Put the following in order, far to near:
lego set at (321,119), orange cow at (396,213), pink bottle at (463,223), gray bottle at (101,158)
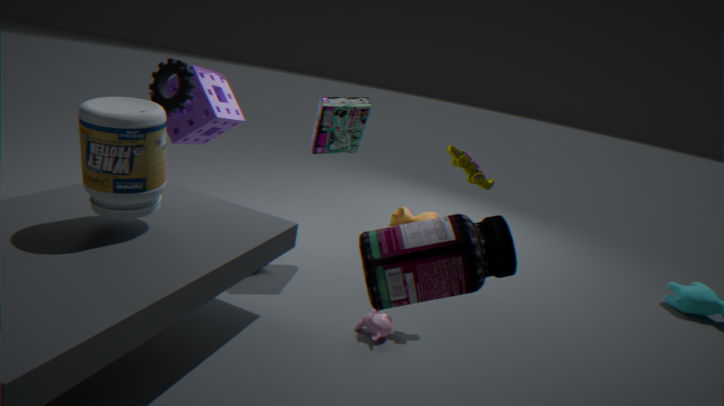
orange cow at (396,213), lego set at (321,119), gray bottle at (101,158), pink bottle at (463,223)
